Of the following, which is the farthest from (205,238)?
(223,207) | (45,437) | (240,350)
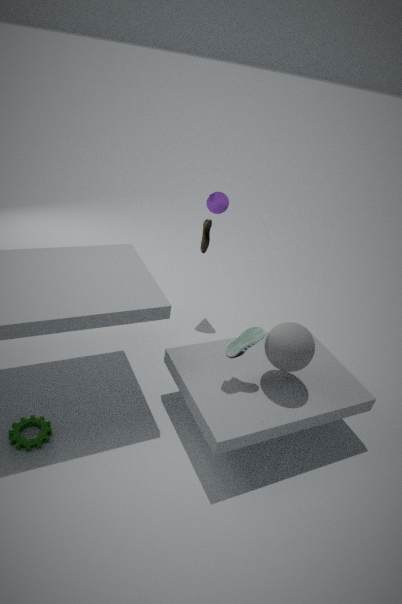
(45,437)
